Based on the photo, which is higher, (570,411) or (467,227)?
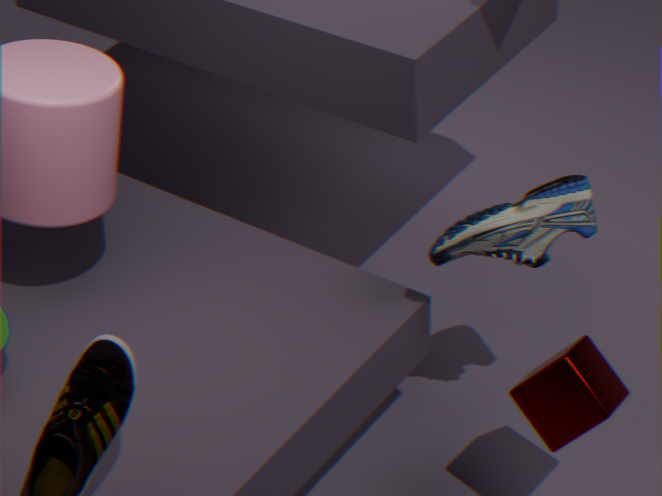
(467,227)
